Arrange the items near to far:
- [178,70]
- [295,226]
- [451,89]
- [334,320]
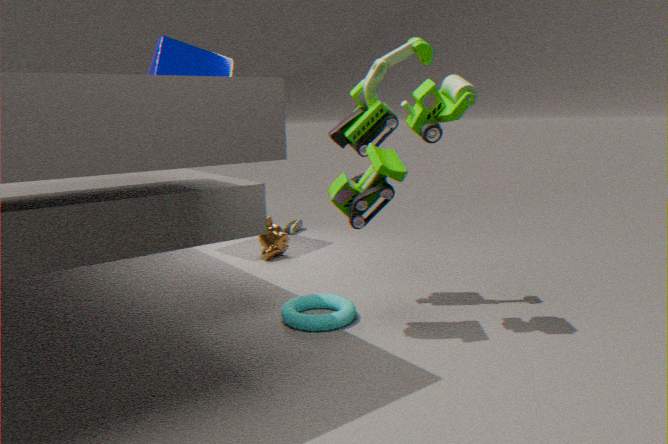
[451,89] < [334,320] < [178,70] < [295,226]
